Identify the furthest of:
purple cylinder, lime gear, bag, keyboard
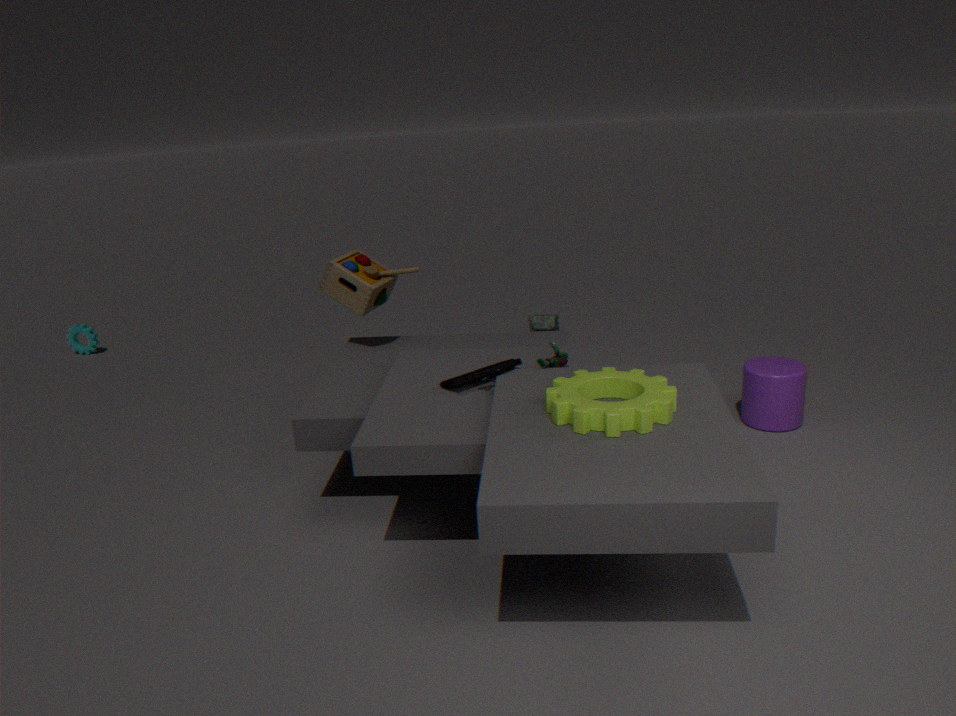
bag
